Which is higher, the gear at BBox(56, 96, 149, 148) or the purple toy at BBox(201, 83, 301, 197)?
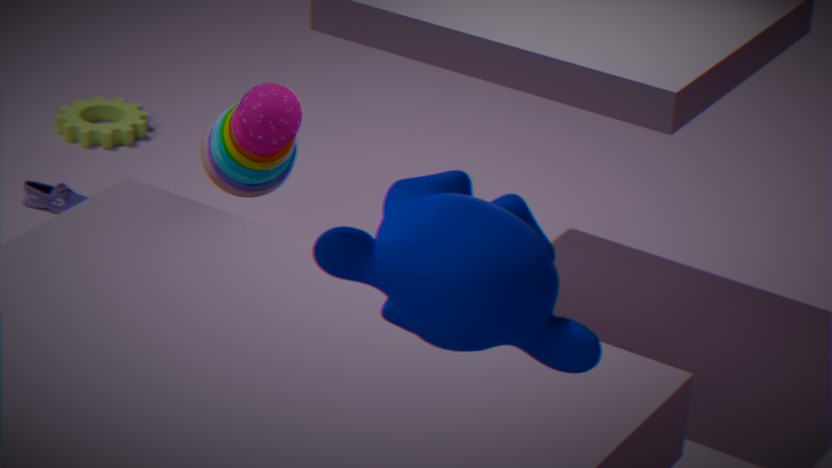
the purple toy at BBox(201, 83, 301, 197)
